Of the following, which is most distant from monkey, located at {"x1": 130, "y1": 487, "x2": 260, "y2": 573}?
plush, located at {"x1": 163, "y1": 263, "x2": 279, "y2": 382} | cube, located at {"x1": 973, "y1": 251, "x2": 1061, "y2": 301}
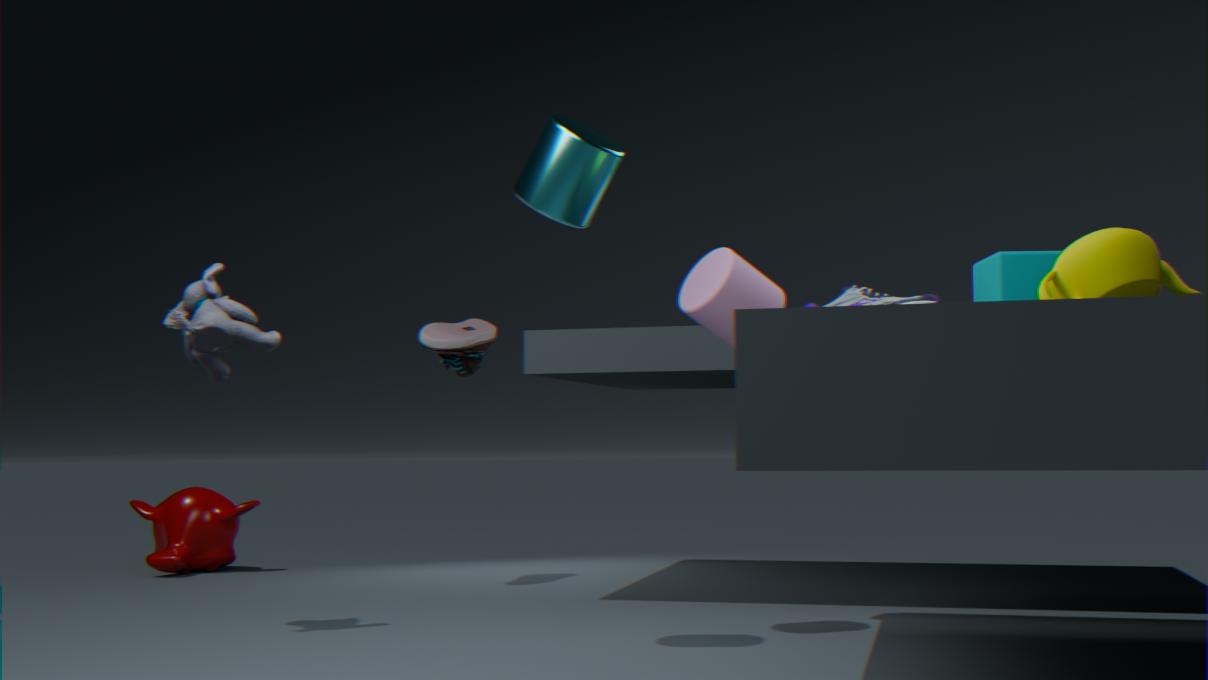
cube, located at {"x1": 973, "y1": 251, "x2": 1061, "y2": 301}
